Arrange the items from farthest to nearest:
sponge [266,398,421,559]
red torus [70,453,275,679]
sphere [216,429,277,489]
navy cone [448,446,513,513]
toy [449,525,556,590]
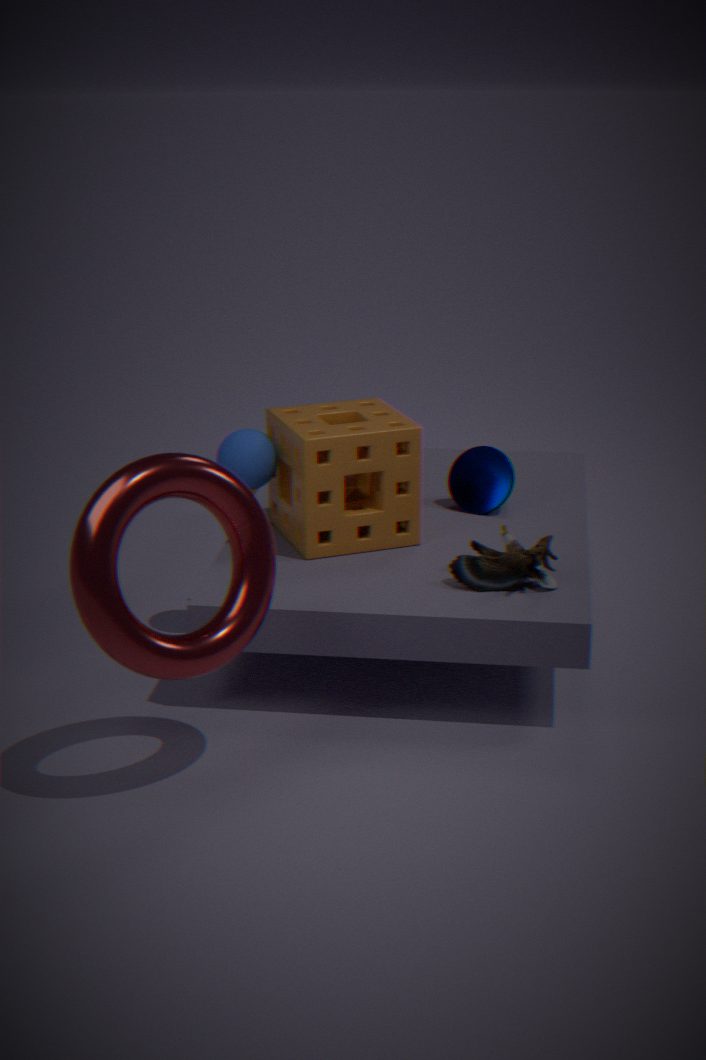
1. navy cone [448,446,513,513]
2. sphere [216,429,277,489]
3. sponge [266,398,421,559]
4. toy [449,525,556,590]
5. red torus [70,453,275,679]
